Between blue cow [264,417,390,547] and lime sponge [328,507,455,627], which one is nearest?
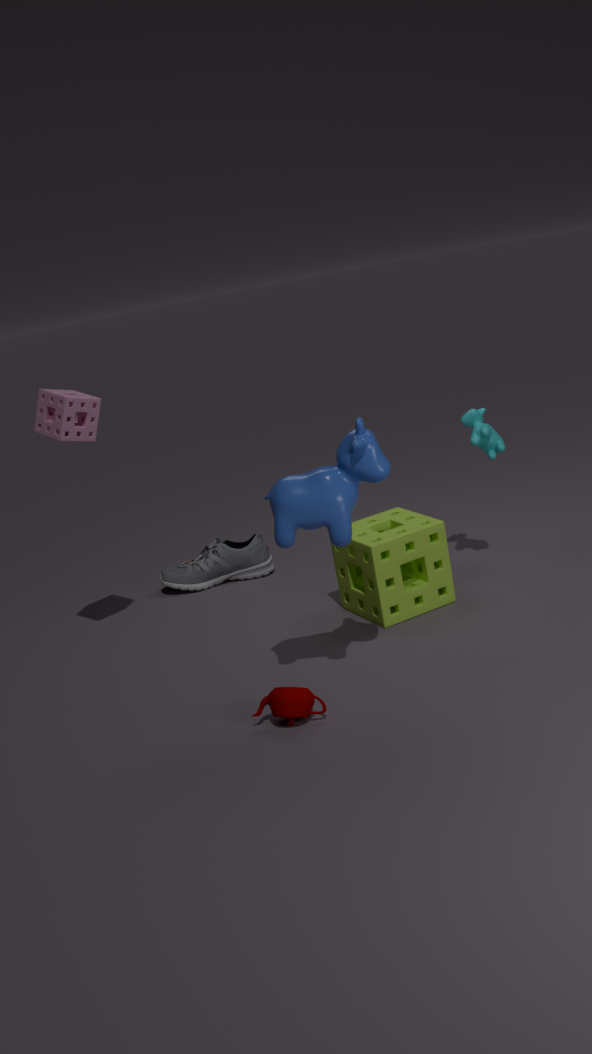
blue cow [264,417,390,547]
